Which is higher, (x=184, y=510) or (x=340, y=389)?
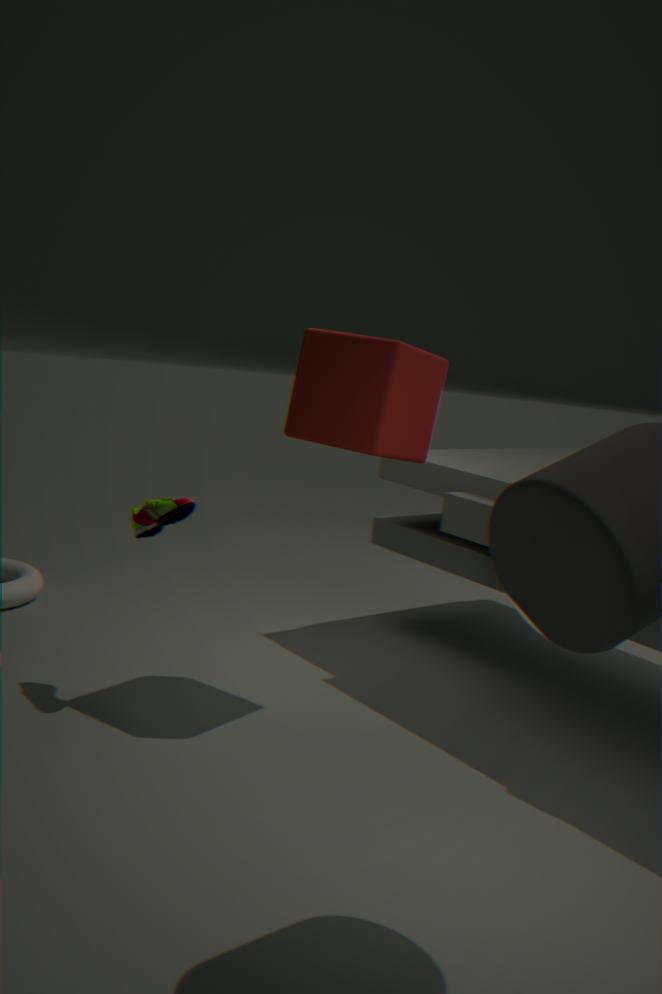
(x=340, y=389)
